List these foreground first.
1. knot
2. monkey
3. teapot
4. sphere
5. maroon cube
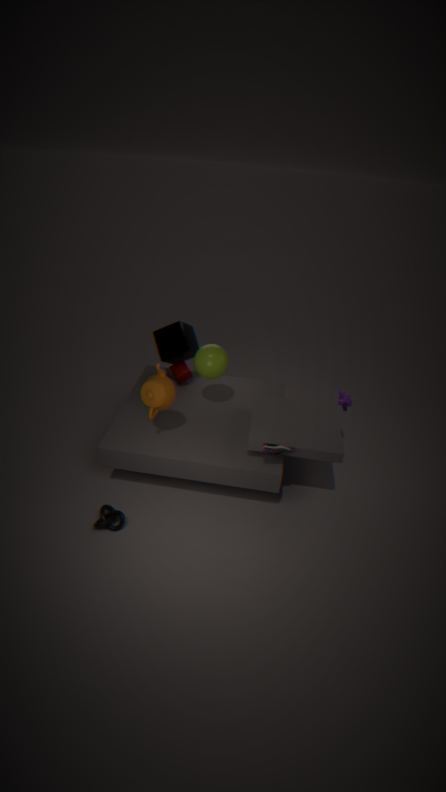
1. knot
2. teapot
3. sphere
4. monkey
5. maroon cube
